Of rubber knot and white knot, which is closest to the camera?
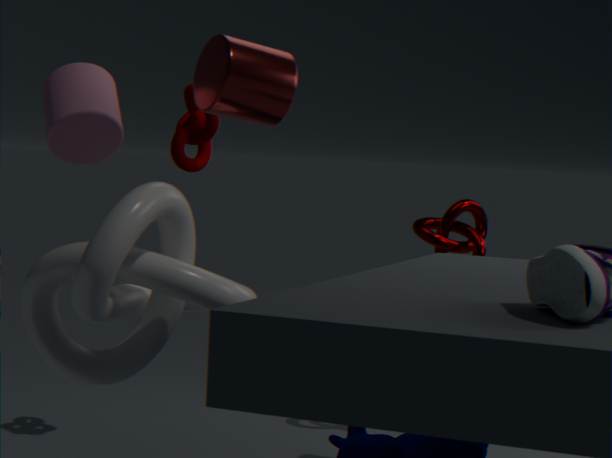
white knot
